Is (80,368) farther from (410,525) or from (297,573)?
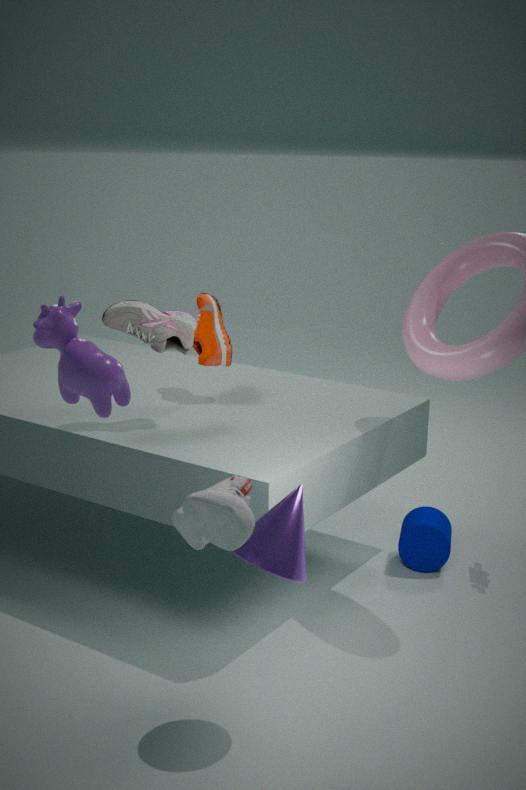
(410,525)
